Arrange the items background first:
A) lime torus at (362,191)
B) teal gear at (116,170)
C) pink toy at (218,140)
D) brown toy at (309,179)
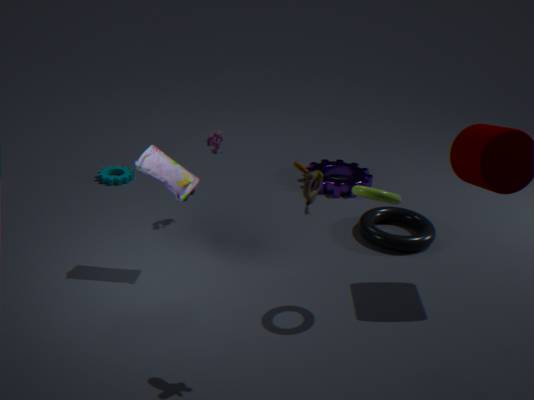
teal gear at (116,170) → pink toy at (218,140) → lime torus at (362,191) → brown toy at (309,179)
